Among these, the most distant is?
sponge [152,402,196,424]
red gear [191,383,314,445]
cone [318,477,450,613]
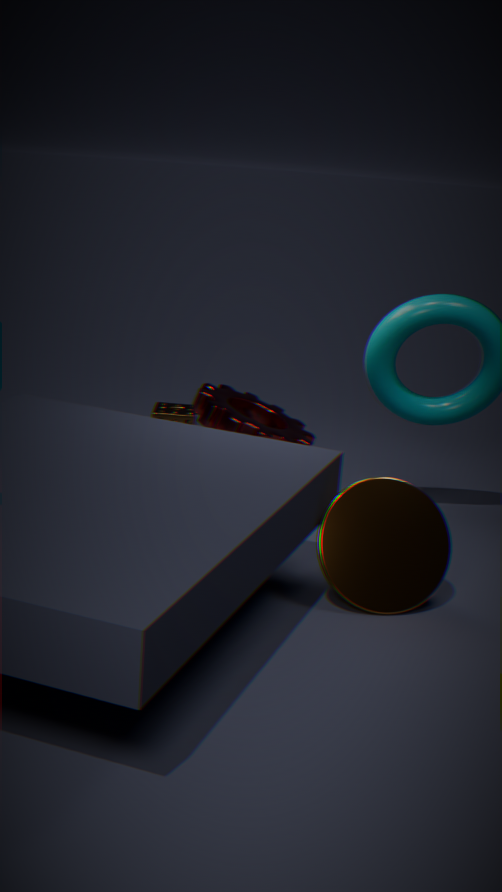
sponge [152,402,196,424]
